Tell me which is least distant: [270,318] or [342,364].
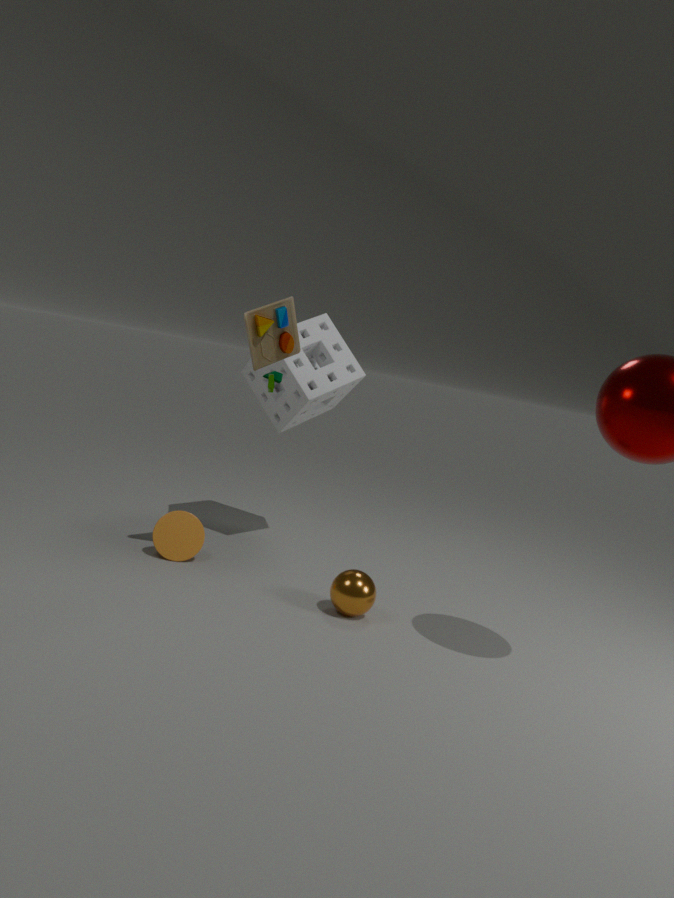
[270,318]
